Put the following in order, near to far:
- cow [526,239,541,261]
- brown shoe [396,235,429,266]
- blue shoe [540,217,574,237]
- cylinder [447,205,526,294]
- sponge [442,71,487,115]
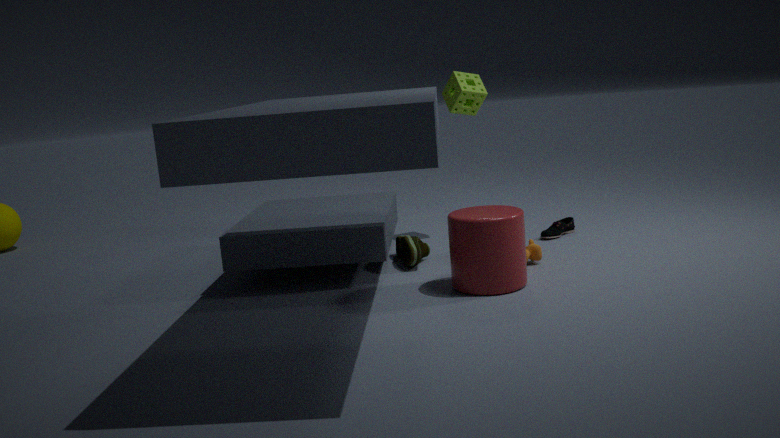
cylinder [447,205,526,294] → cow [526,239,541,261] → brown shoe [396,235,429,266] → blue shoe [540,217,574,237] → sponge [442,71,487,115]
